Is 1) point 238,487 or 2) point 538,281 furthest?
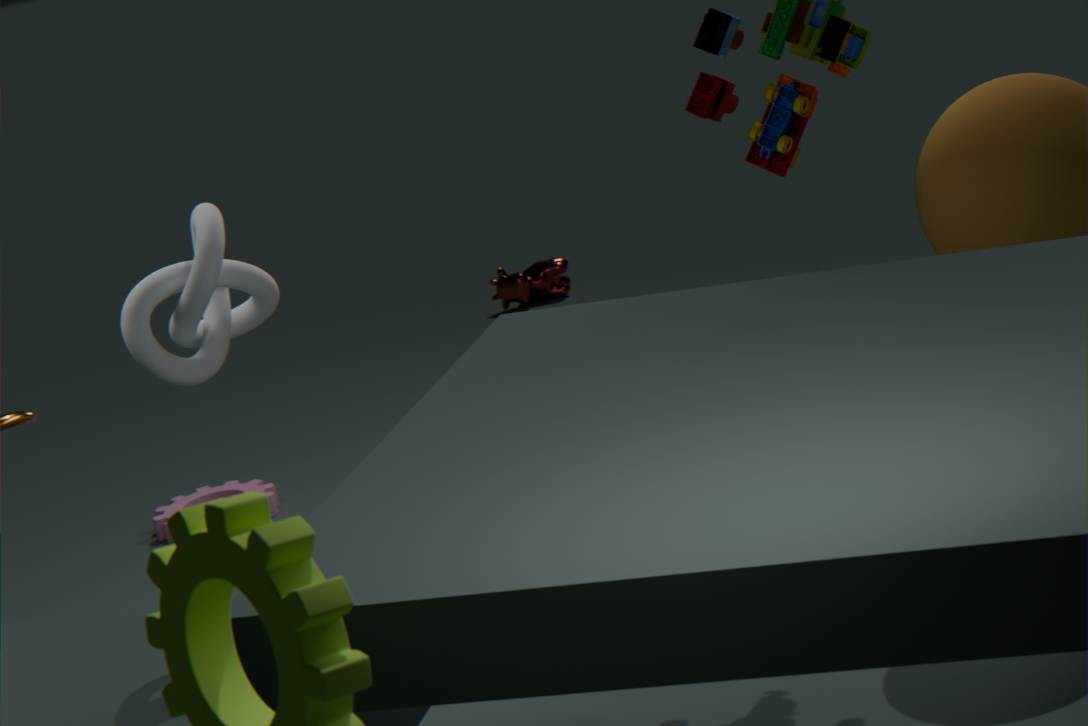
2. point 538,281
